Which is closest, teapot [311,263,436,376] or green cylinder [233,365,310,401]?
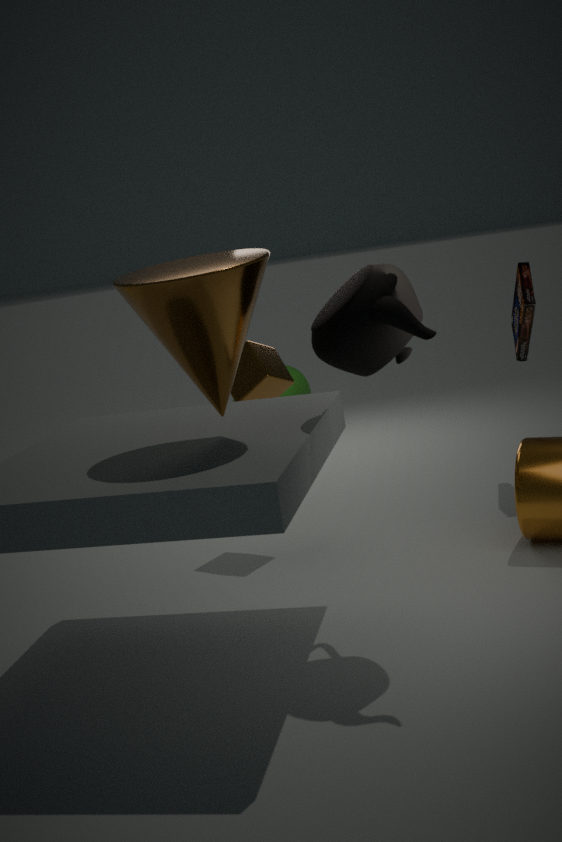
teapot [311,263,436,376]
